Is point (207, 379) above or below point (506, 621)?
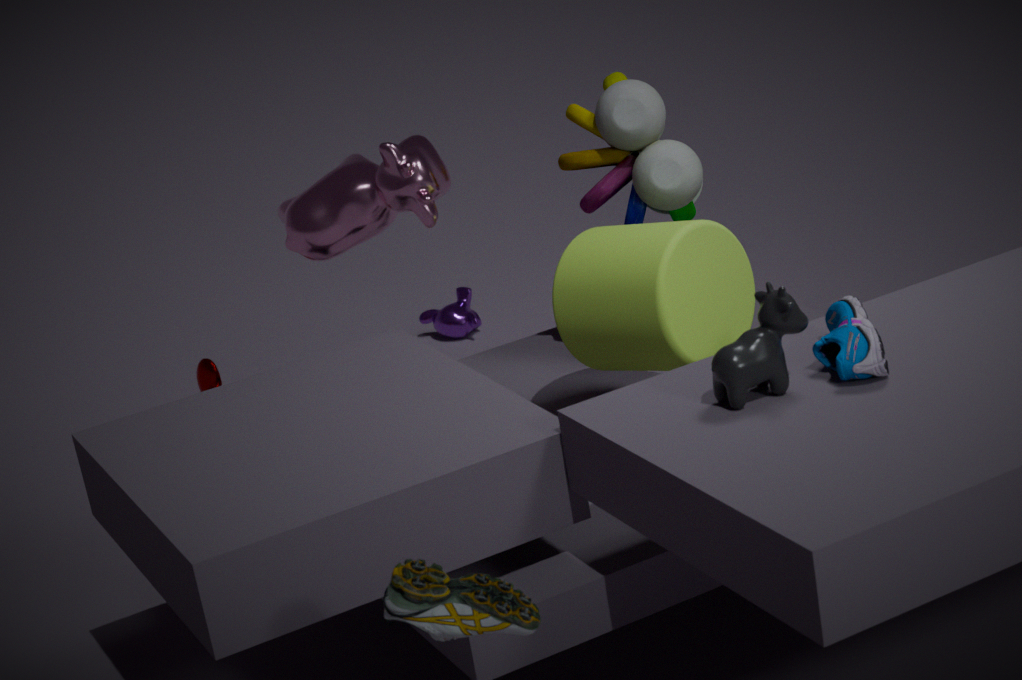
below
